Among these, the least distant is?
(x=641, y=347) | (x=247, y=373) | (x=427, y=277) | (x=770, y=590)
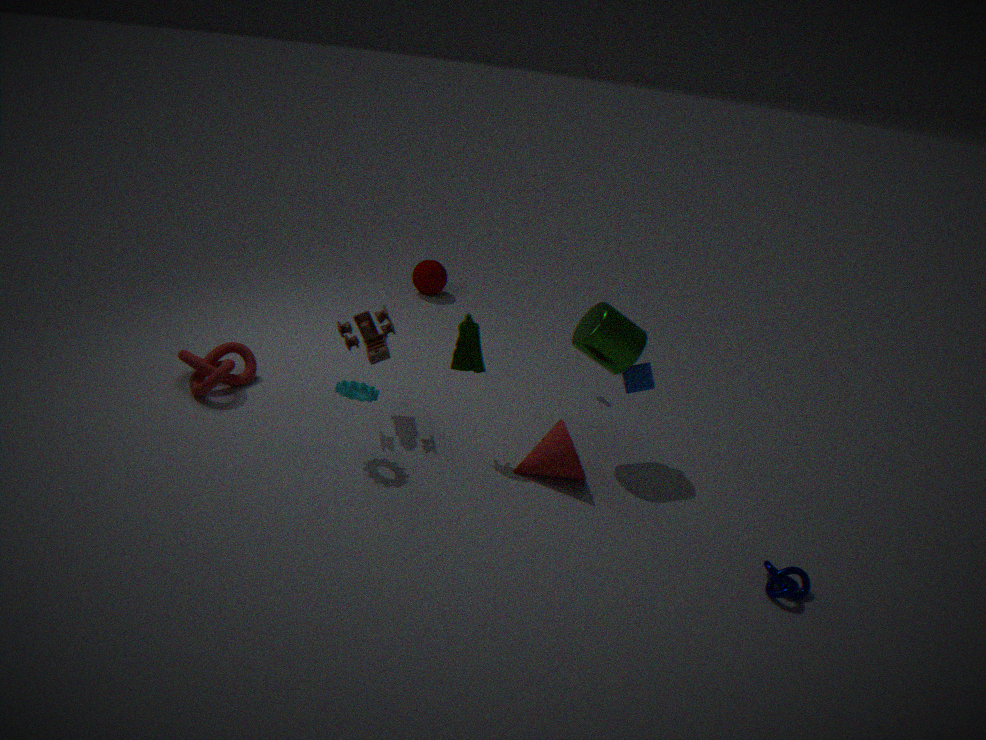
(x=770, y=590)
